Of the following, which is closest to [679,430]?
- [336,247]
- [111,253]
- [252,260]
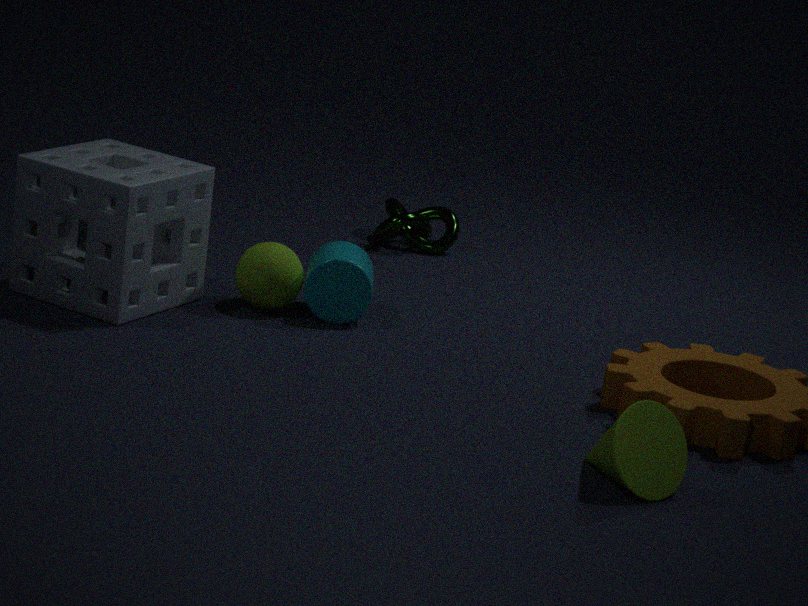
[336,247]
